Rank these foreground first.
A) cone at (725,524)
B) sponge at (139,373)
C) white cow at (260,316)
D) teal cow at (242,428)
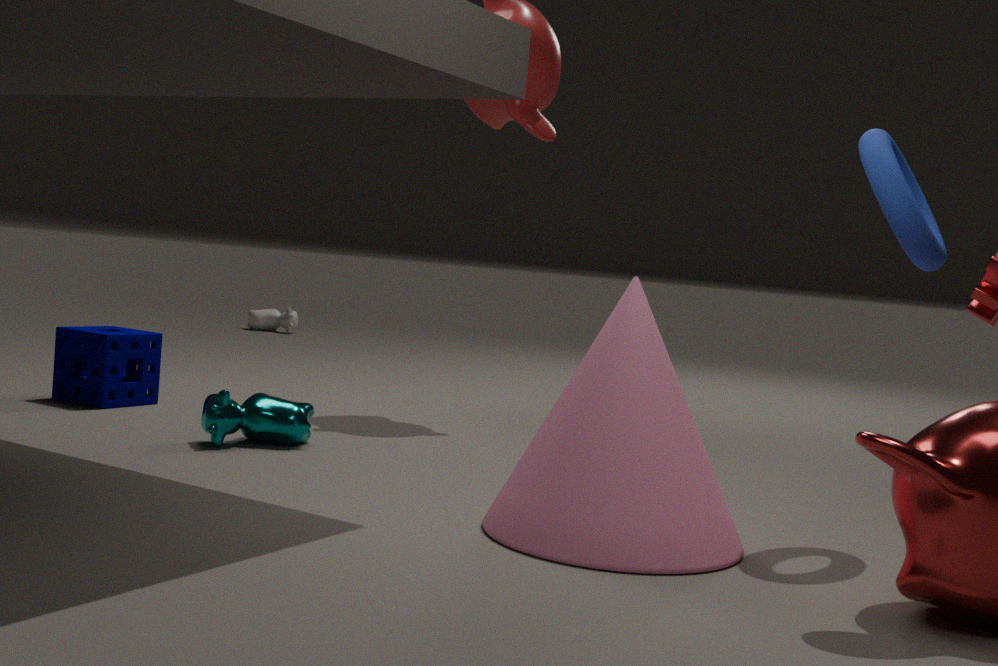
cone at (725,524) < teal cow at (242,428) < sponge at (139,373) < white cow at (260,316)
